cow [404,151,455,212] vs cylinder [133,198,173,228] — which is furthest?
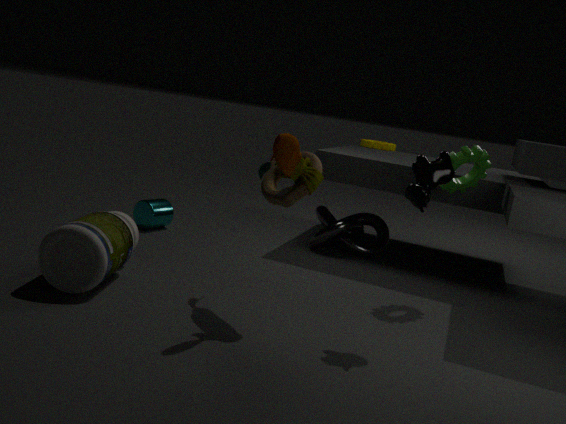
cylinder [133,198,173,228]
